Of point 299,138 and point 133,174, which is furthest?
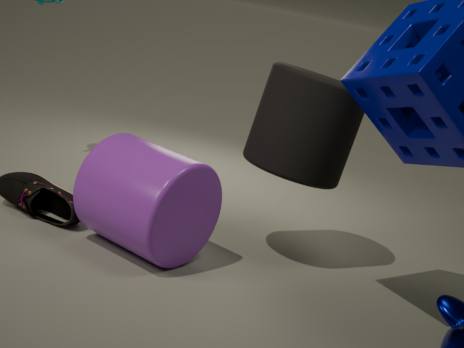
point 299,138
